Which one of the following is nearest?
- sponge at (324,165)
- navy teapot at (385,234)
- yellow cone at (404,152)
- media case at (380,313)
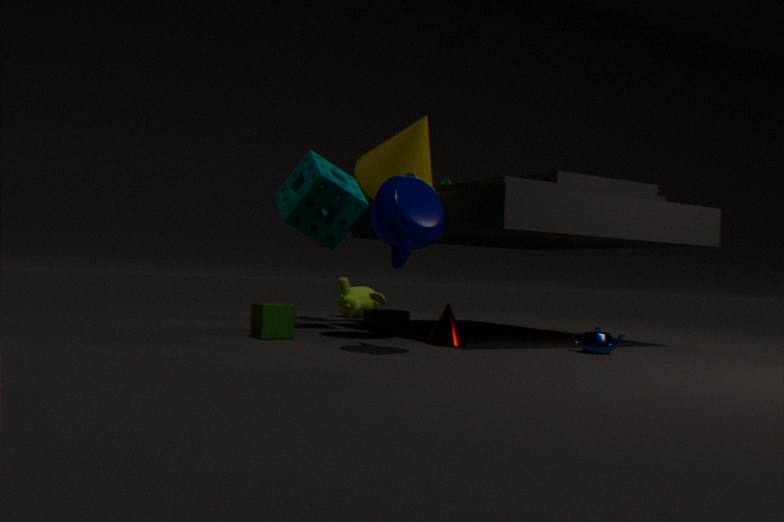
navy teapot at (385,234)
